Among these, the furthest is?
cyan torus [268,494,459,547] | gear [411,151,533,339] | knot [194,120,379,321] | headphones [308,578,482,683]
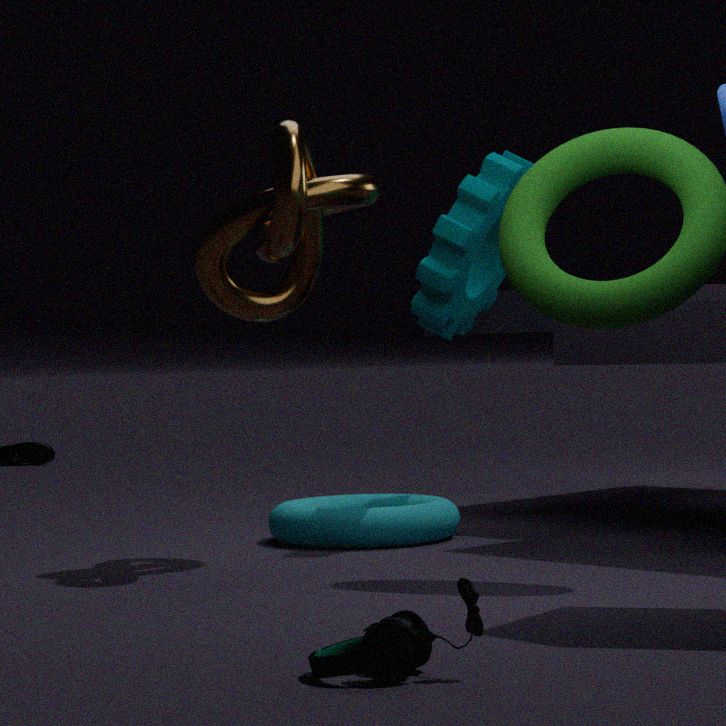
gear [411,151,533,339]
